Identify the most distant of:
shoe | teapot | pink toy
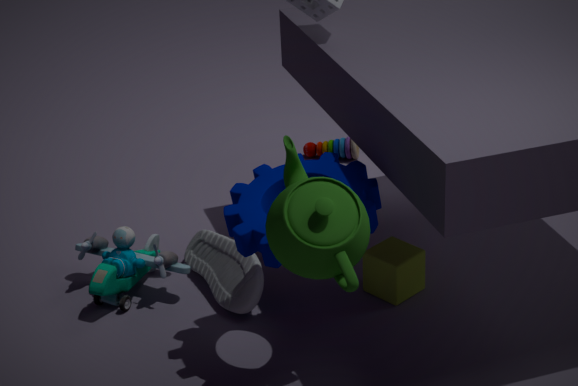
pink toy
